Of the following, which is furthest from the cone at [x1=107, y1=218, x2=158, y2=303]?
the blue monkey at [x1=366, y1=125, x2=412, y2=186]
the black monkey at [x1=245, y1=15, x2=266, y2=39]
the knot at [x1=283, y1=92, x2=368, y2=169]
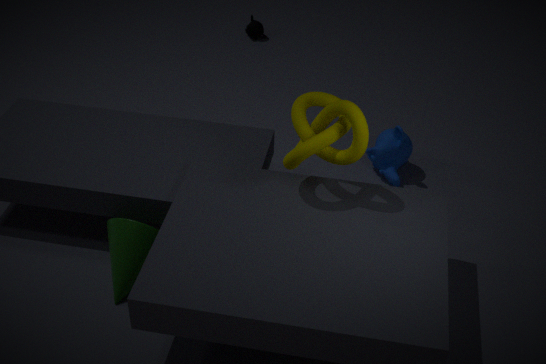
the black monkey at [x1=245, y1=15, x2=266, y2=39]
